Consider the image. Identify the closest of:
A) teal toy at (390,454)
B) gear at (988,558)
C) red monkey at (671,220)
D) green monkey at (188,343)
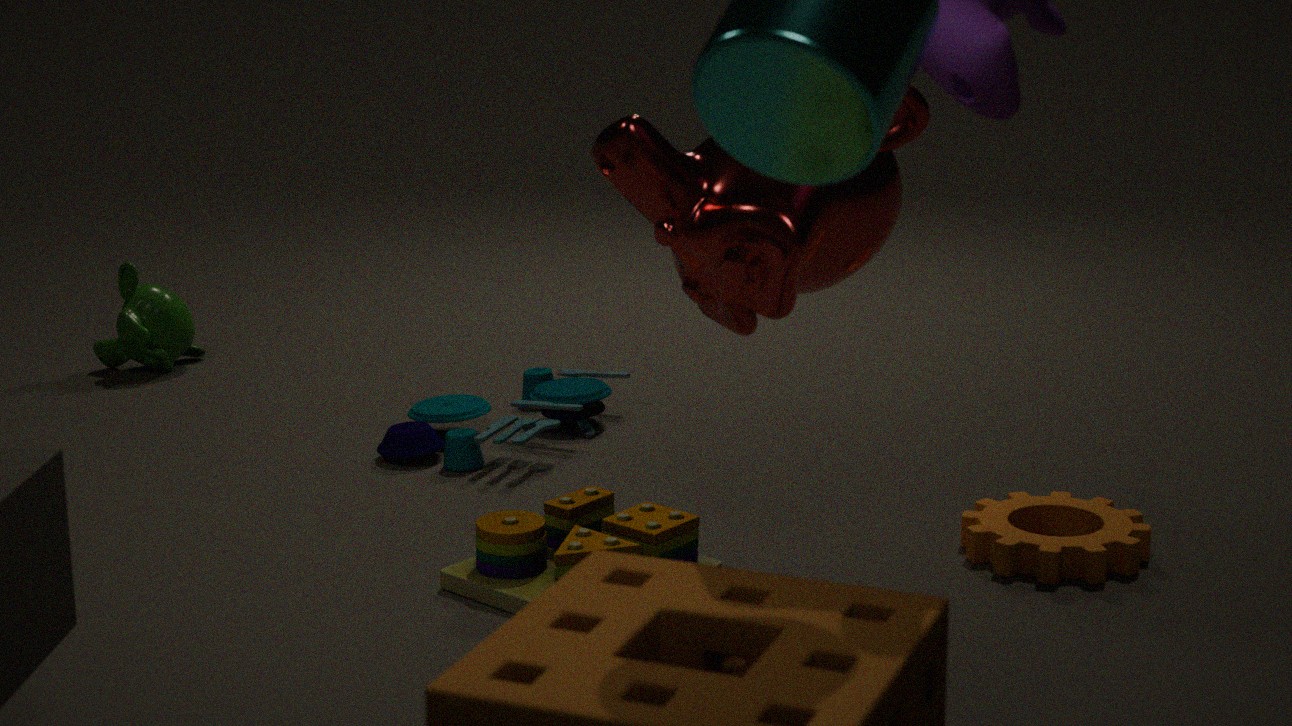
red monkey at (671,220)
